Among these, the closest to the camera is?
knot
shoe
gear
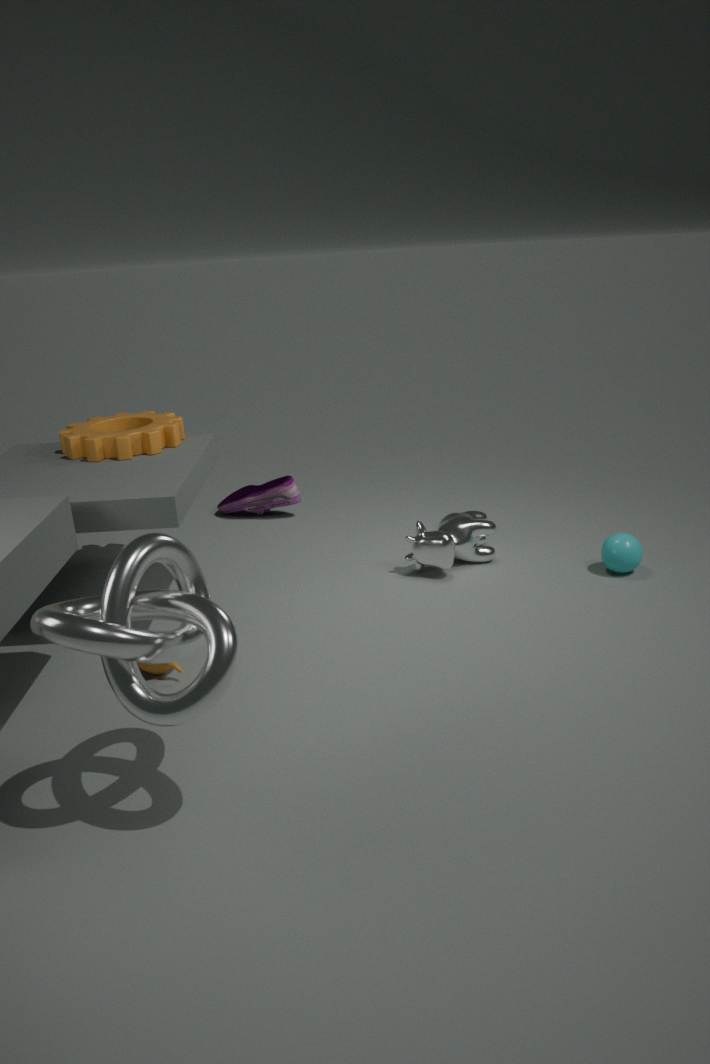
knot
